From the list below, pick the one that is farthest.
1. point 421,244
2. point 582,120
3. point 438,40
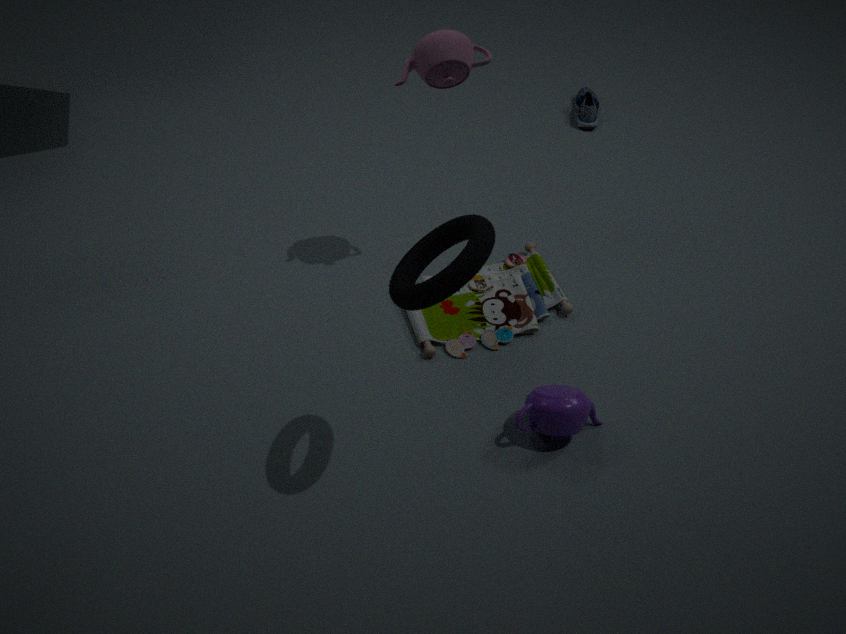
point 582,120
